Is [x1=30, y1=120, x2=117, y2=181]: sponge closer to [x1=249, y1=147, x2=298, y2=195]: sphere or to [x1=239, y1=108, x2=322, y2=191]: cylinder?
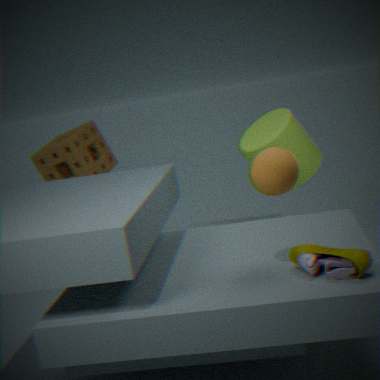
[x1=239, y1=108, x2=322, y2=191]: cylinder
